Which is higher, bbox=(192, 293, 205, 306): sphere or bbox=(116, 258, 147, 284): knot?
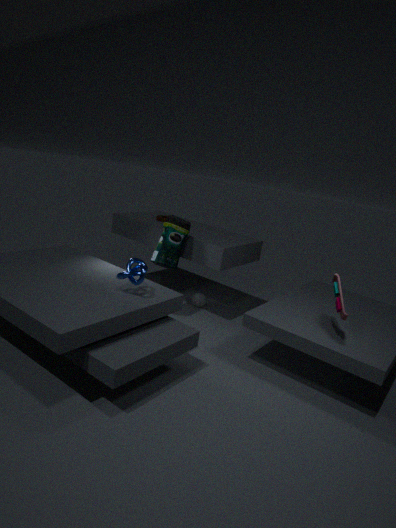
bbox=(116, 258, 147, 284): knot
